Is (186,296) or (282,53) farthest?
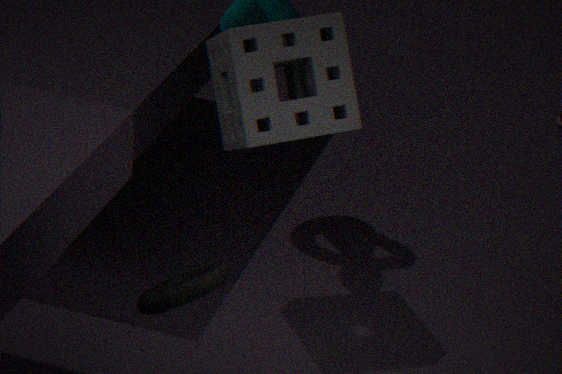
(282,53)
